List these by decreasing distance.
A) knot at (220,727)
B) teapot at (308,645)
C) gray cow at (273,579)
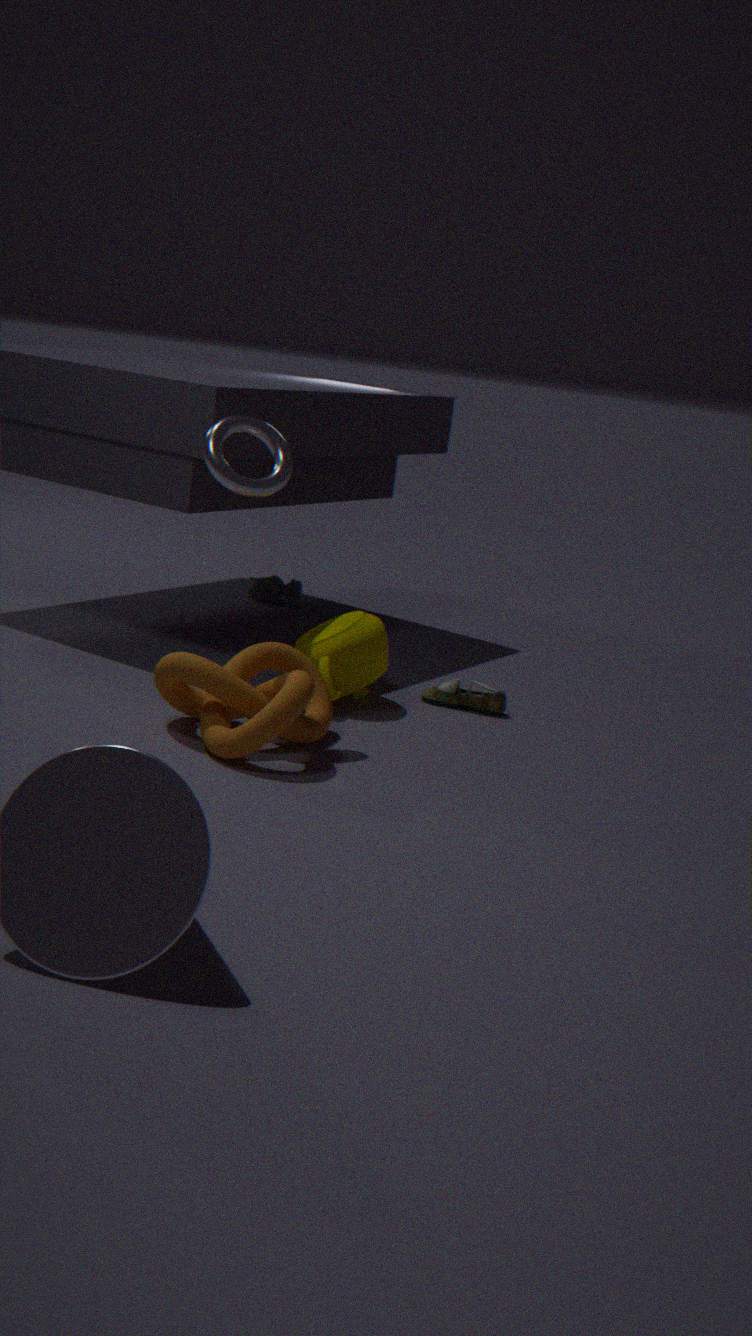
gray cow at (273,579), teapot at (308,645), knot at (220,727)
